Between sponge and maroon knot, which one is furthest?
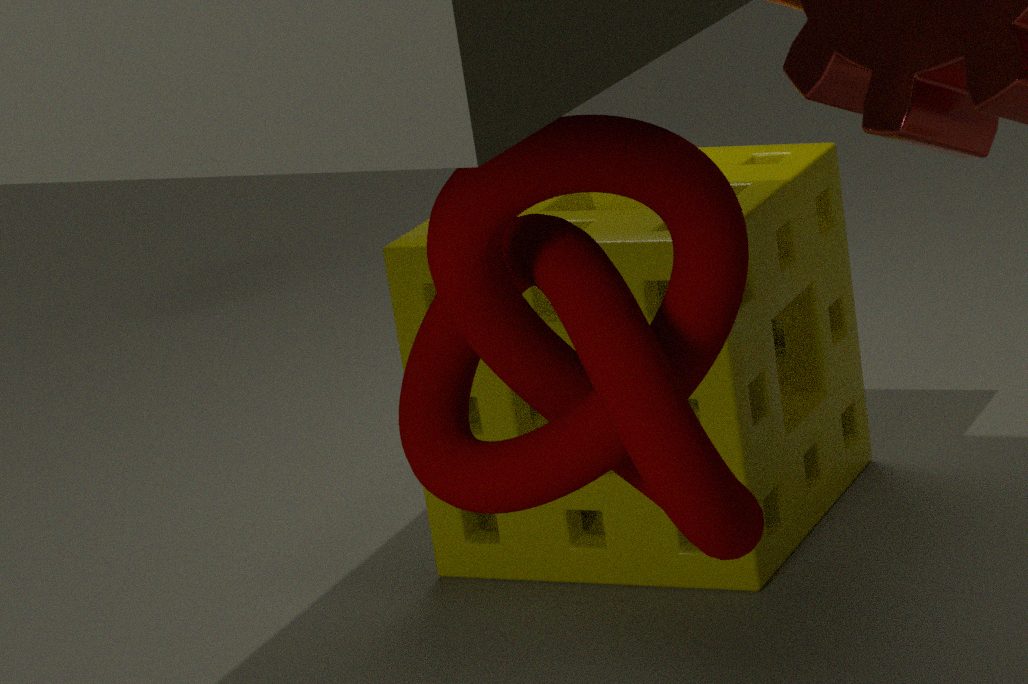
sponge
